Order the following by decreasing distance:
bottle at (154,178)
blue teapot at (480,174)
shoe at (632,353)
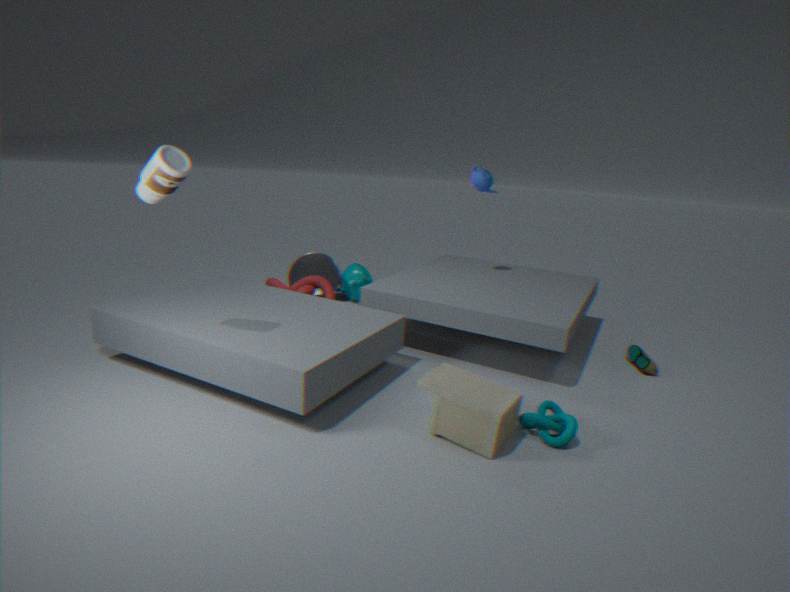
blue teapot at (480,174) < shoe at (632,353) < bottle at (154,178)
